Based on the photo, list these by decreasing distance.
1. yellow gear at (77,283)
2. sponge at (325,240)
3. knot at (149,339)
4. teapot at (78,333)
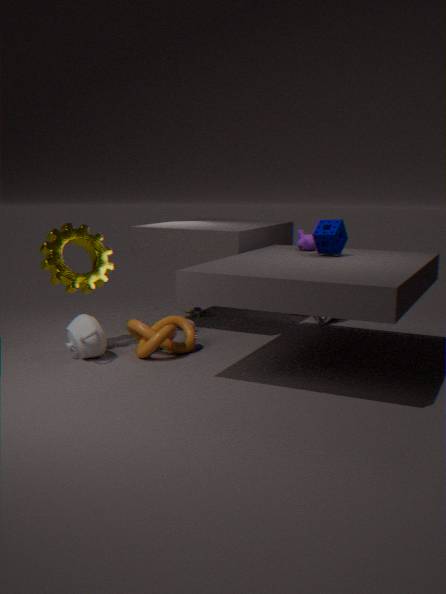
yellow gear at (77,283), sponge at (325,240), knot at (149,339), teapot at (78,333)
